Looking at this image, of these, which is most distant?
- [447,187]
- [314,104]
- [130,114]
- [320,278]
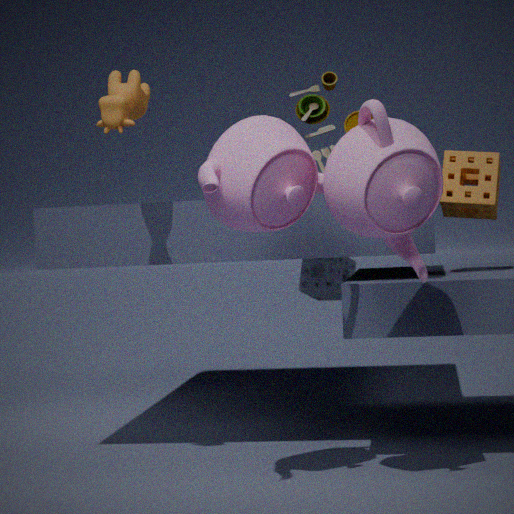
[320,278]
